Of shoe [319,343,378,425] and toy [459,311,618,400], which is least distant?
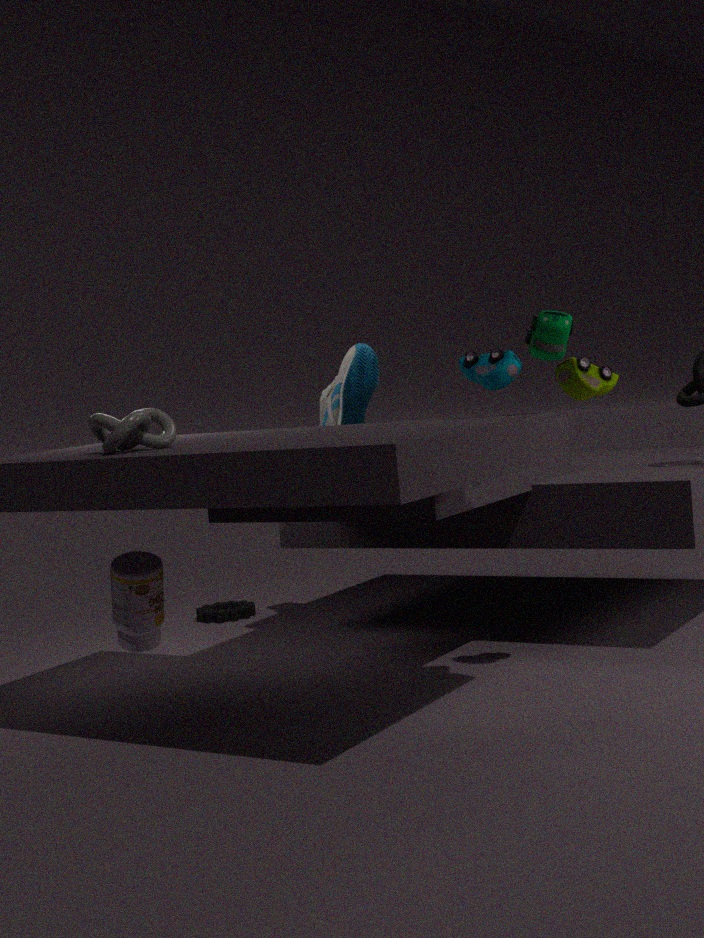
toy [459,311,618,400]
